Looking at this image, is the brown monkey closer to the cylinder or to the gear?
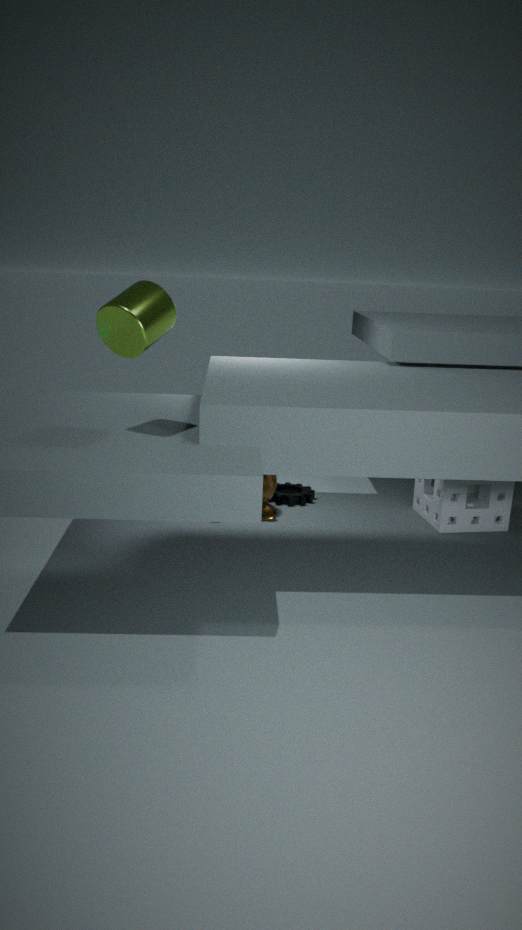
the gear
